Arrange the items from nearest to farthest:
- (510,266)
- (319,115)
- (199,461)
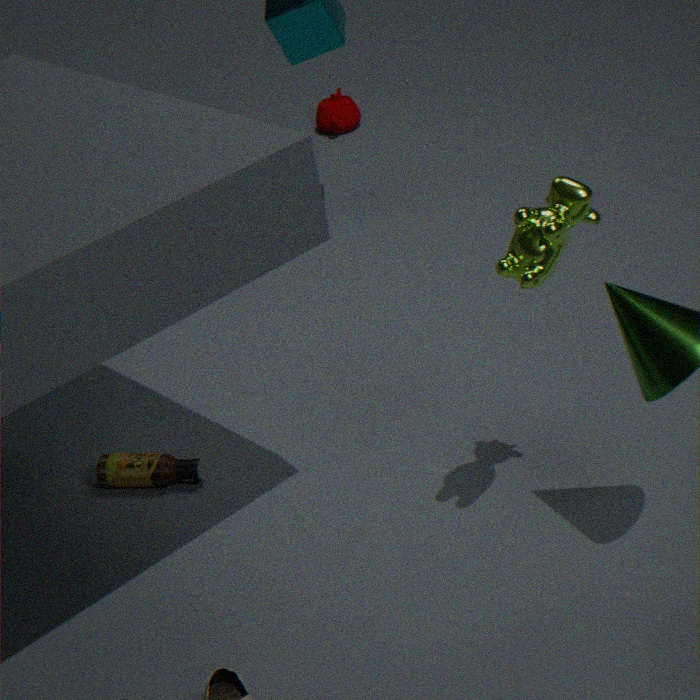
(510,266), (199,461), (319,115)
